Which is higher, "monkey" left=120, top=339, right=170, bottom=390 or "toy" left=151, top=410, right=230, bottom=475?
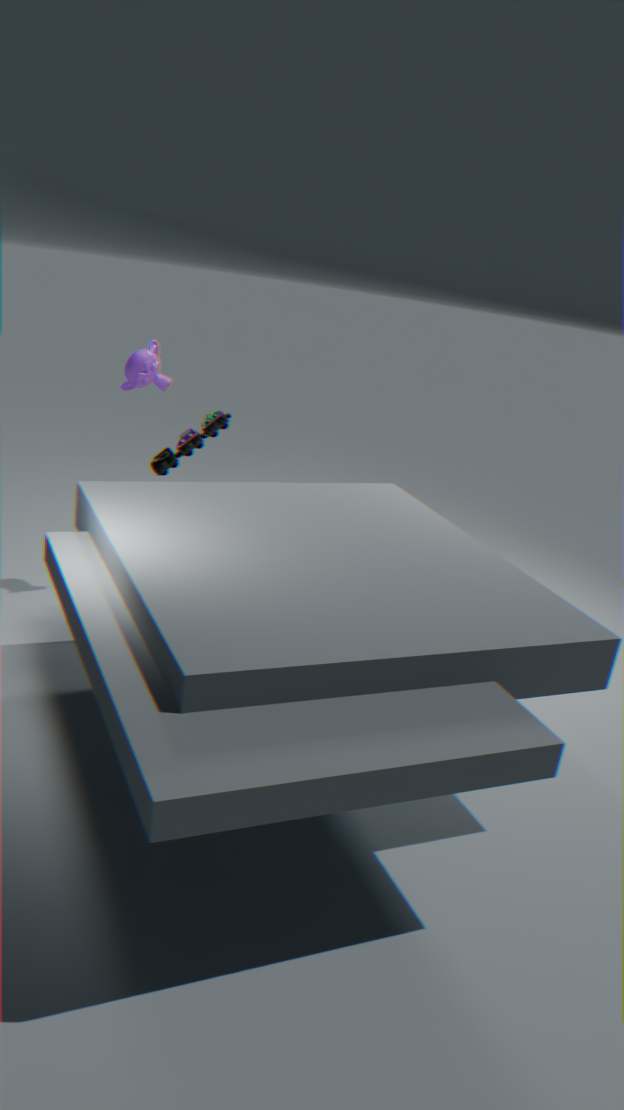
"monkey" left=120, top=339, right=170, bottom=390
